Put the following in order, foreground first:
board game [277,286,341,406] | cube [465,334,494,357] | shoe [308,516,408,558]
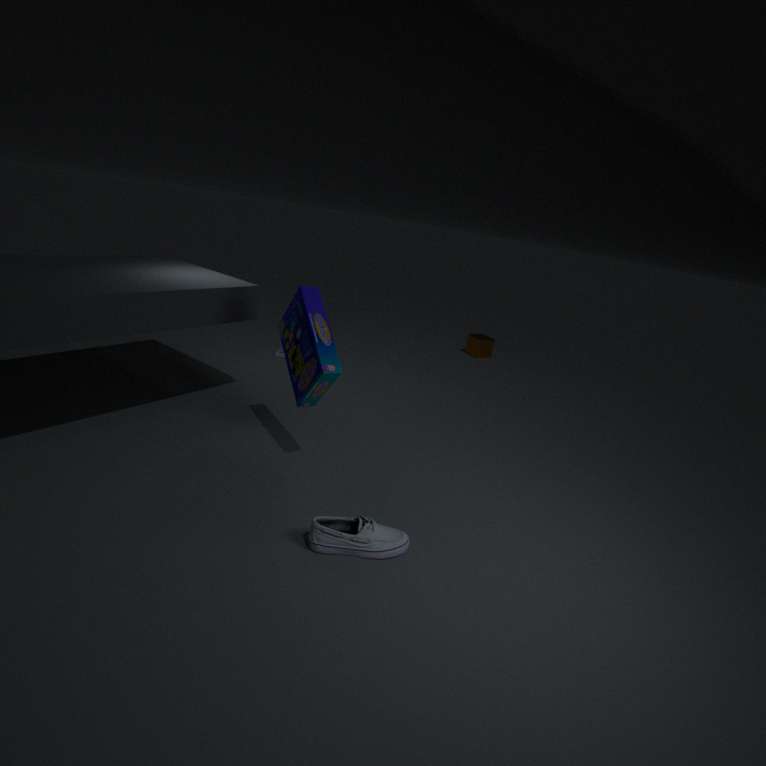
1. shoe [308,516,408,558]
2. board game [277,286,341,406]
3. cube [465,334,494,357]
